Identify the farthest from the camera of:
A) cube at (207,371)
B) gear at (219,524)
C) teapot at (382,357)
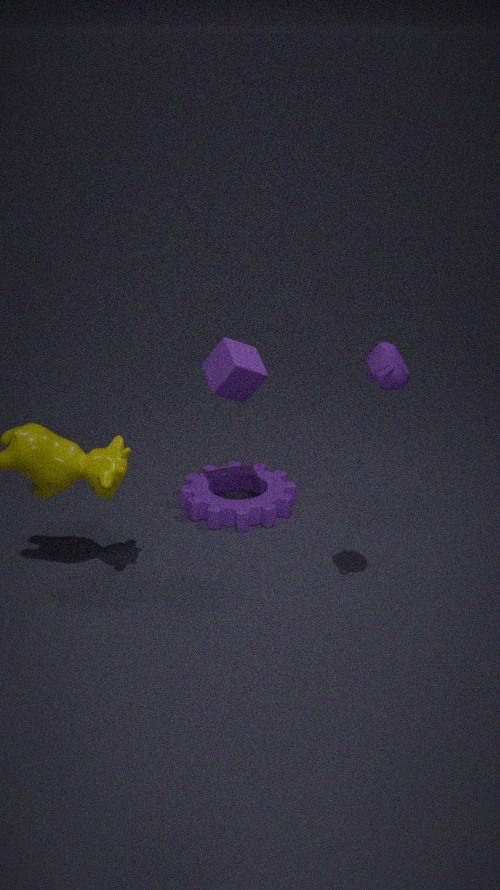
gear at (219,524)
